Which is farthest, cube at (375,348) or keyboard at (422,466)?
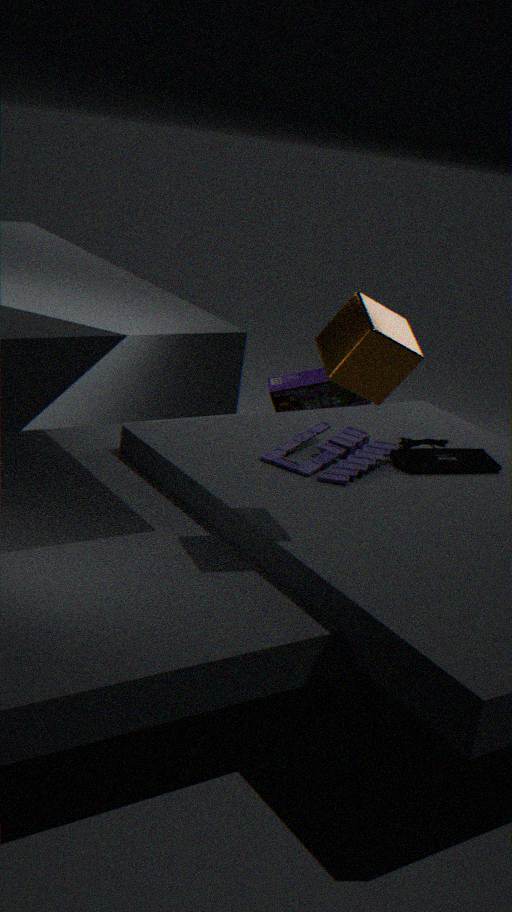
keyboard at (422,466)
